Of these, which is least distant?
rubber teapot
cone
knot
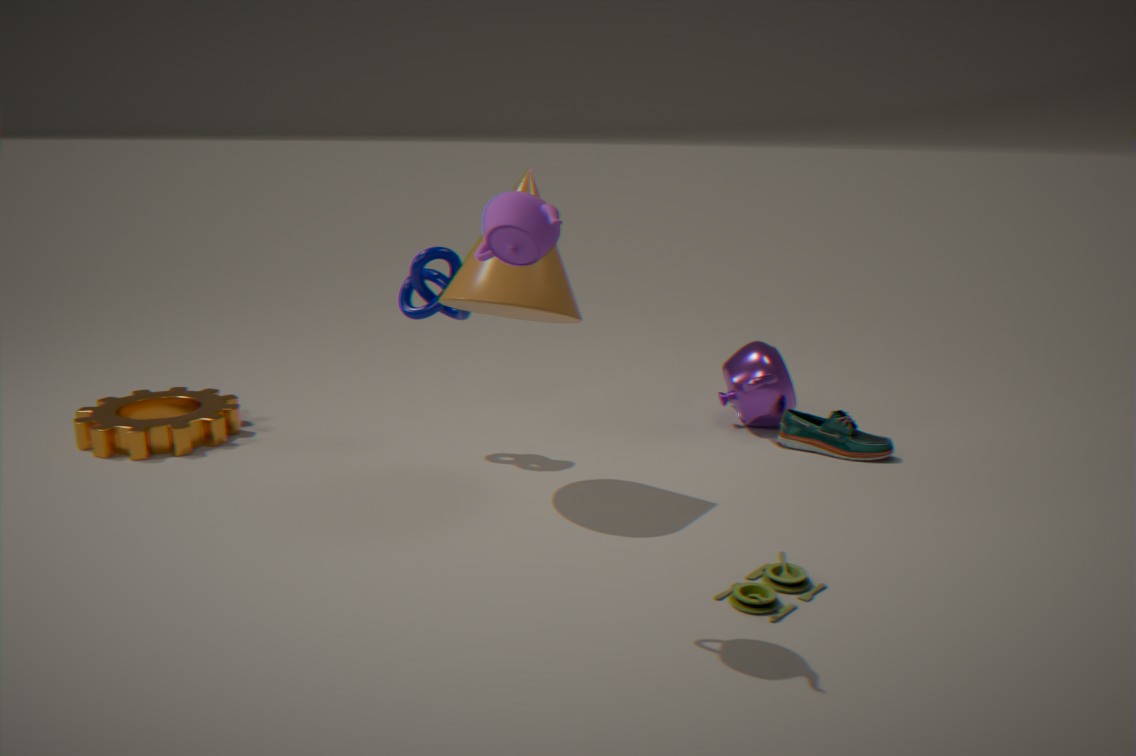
rubber teapot
